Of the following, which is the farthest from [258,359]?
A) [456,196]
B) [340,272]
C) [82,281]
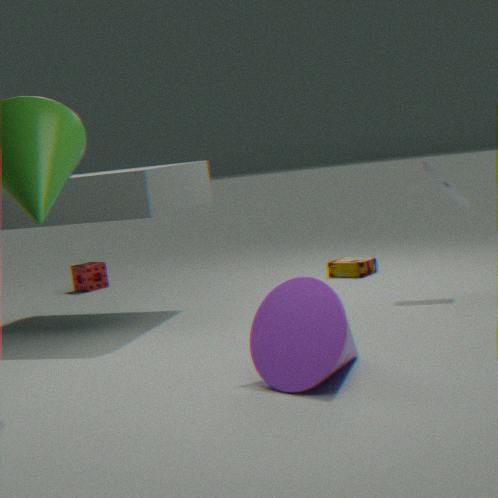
[82,281]
